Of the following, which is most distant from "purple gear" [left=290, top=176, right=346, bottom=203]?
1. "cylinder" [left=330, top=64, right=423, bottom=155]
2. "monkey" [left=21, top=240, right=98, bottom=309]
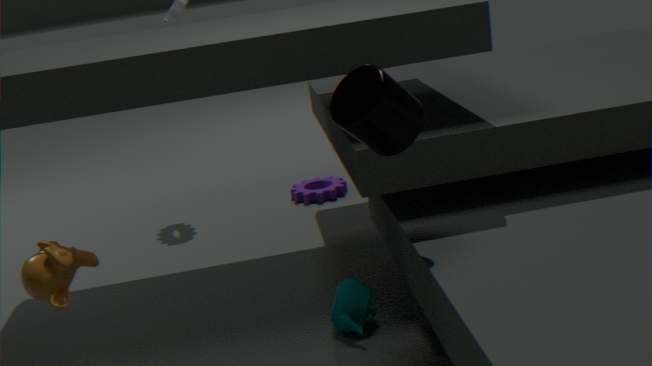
"monkey" [left=21, top=240, right=98, bottom=309]
